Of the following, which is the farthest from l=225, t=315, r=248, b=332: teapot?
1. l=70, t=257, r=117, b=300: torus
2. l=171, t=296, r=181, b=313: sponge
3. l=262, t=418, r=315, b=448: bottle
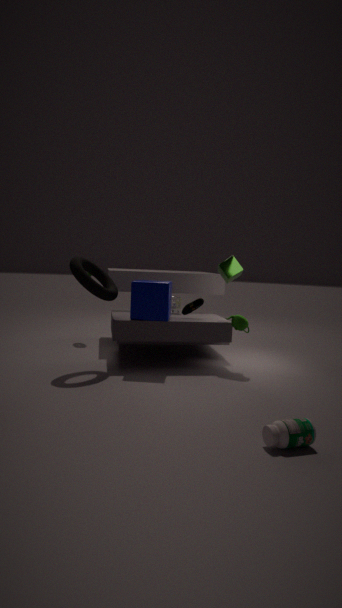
l=262, t=418, r=315, b=448: bottle
